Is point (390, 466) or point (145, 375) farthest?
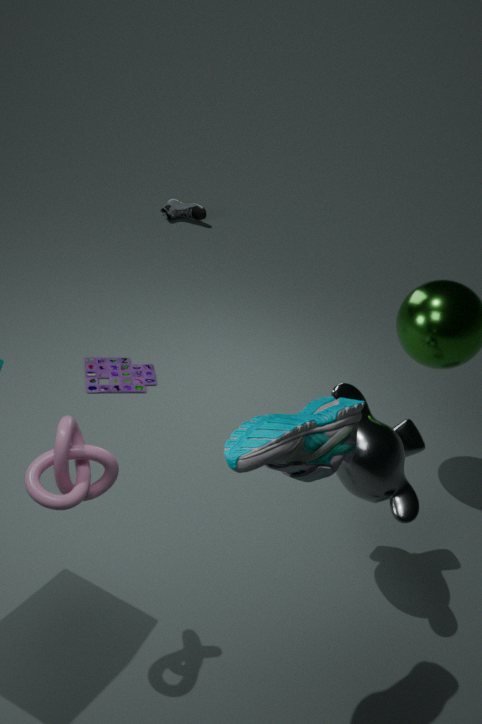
point (145, 375)
